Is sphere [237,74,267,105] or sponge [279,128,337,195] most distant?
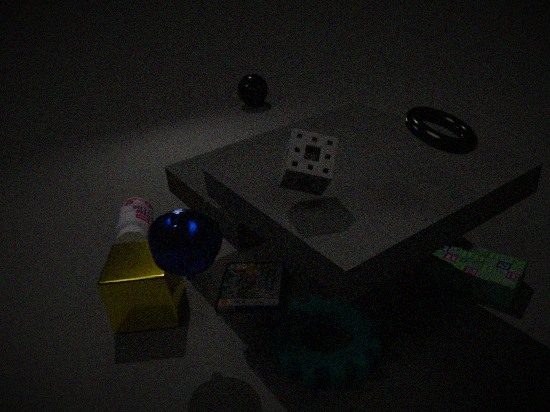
sphere [237,74,267,105]
